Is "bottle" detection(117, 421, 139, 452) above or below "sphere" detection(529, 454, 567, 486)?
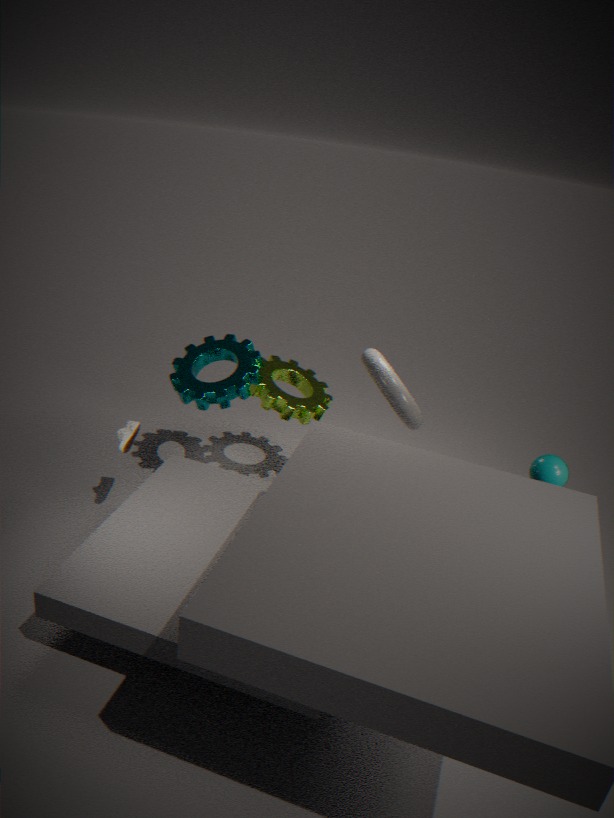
below
